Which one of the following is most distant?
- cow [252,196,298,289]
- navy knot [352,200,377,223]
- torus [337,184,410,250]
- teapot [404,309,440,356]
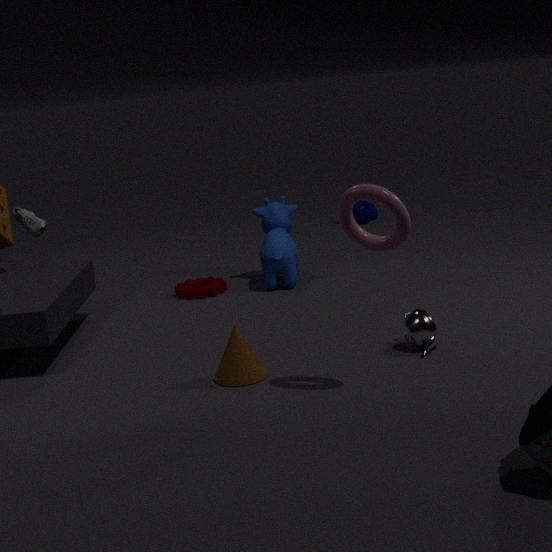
navy knot [352,200,377,223]
